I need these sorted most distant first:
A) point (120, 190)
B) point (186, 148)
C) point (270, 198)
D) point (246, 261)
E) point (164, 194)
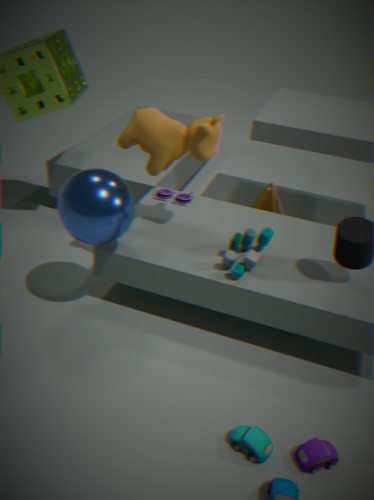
point (270, 198)
point (164, 194)
point (186, 148)
point (246, 261)
point (120, 190)
